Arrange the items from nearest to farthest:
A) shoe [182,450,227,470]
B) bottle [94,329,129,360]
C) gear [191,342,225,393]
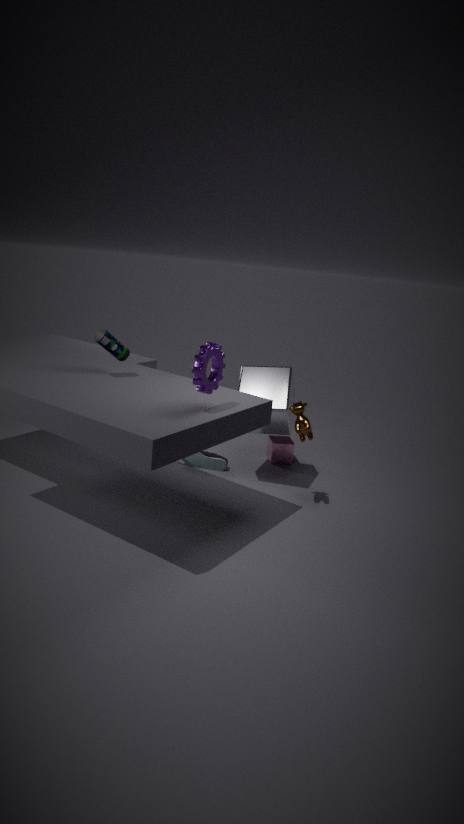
gear [191,342,225,393]
bottle [94,329,129,360]
shoe [182,450,227,470]
